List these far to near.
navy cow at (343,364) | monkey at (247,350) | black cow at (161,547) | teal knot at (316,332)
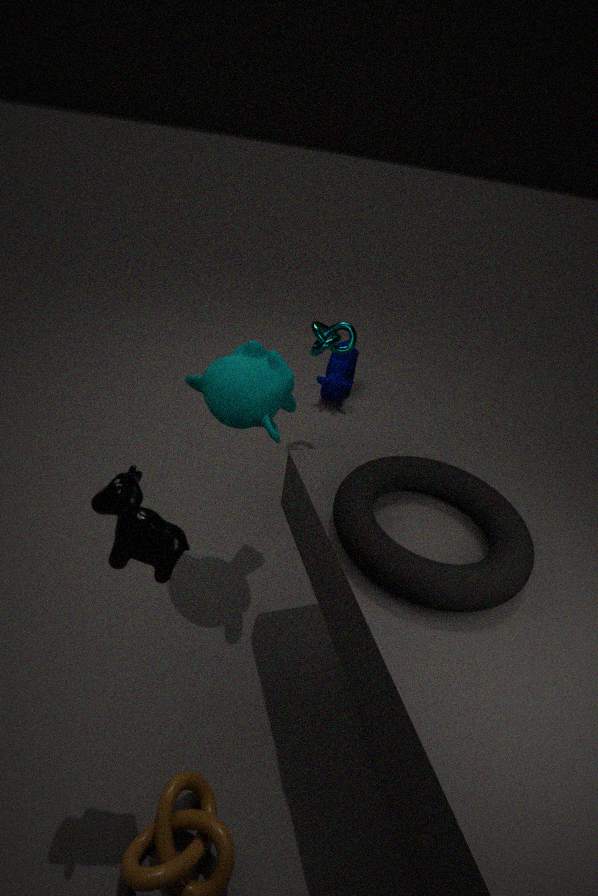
navy cow at (343,364) < teal knot at (316,332) < monkey at (247,350) < black cow at (161,547)
